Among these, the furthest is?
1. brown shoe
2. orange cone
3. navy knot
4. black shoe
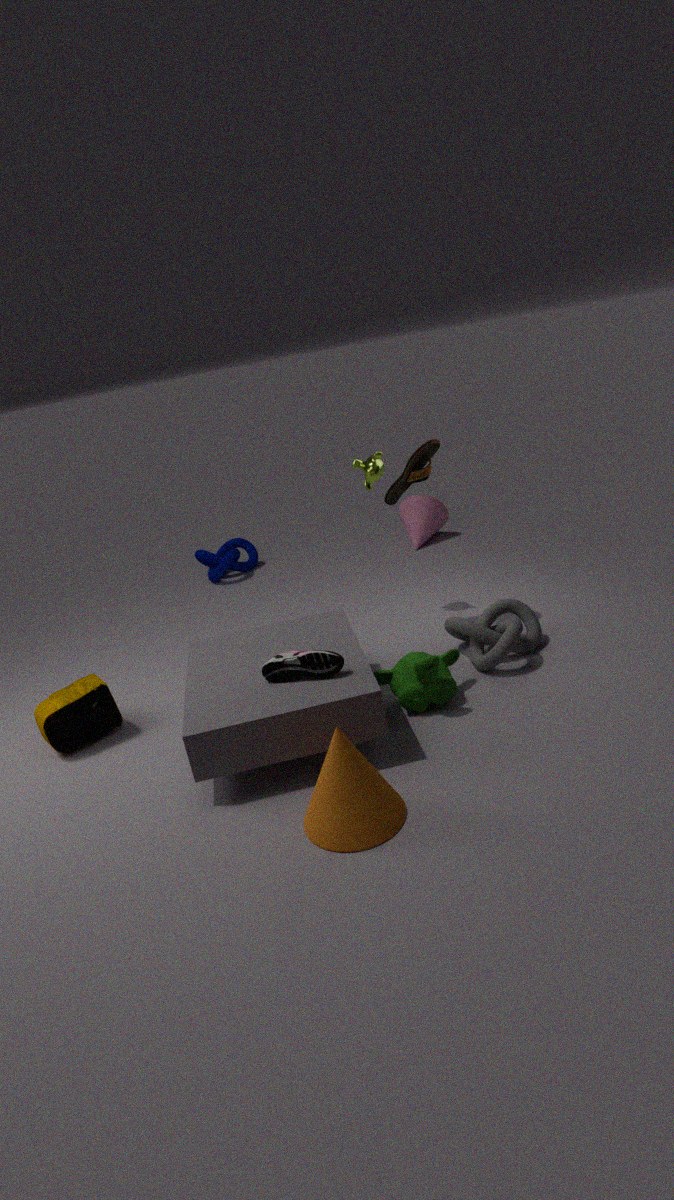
navy knot
